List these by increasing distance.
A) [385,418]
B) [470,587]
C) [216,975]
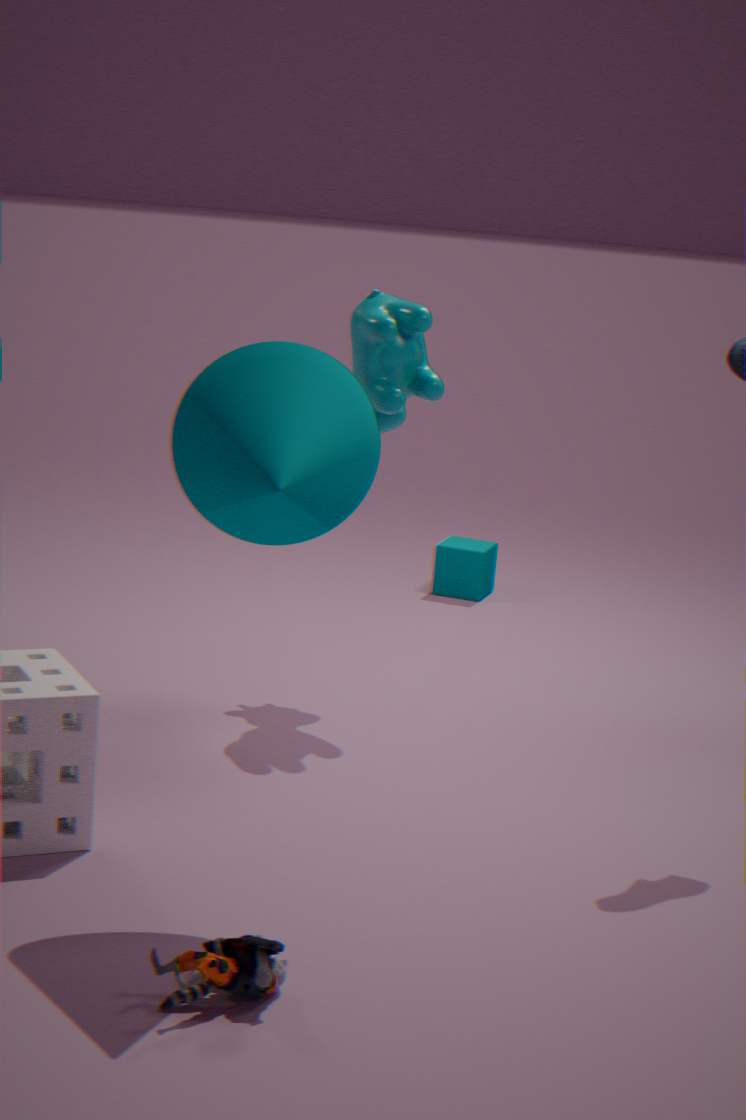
[216,975] → [385,418] → [470,587]
